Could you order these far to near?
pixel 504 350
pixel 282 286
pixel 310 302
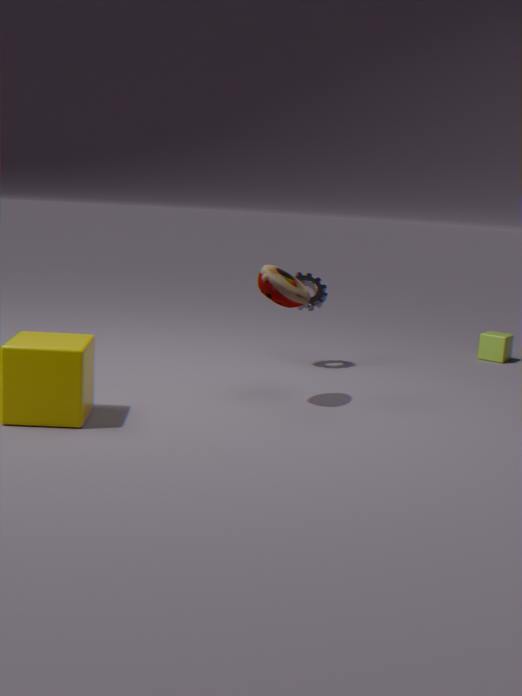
pixel 504 350 → pixel 310 302 → pixel 282 286
